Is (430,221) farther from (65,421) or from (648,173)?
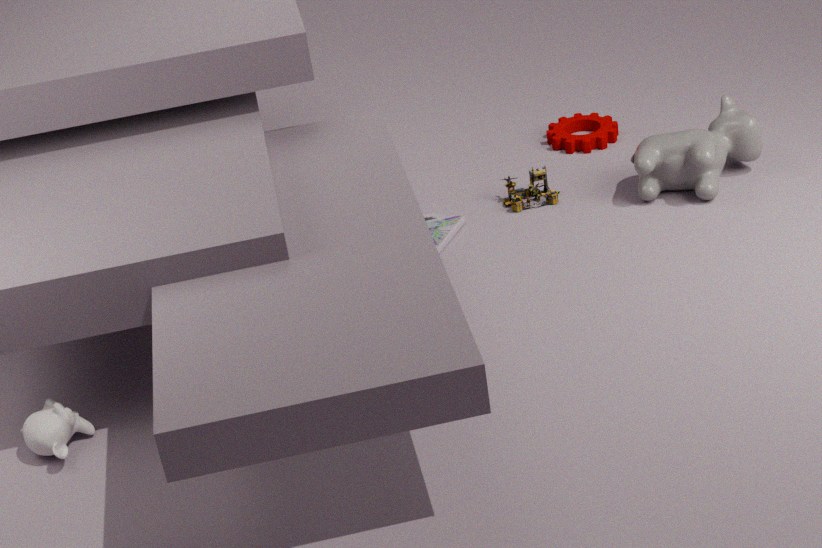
(65,421)
